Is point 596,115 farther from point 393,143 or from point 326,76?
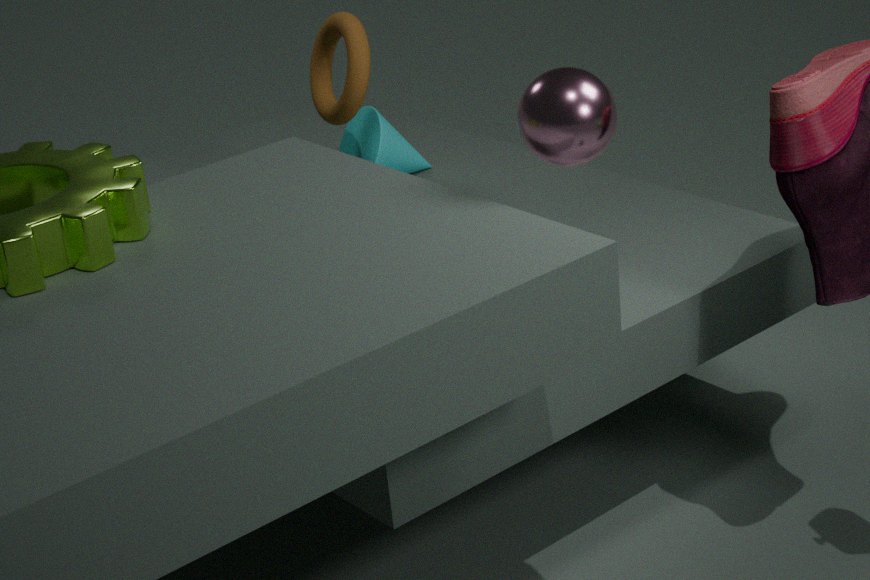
point 393,143
